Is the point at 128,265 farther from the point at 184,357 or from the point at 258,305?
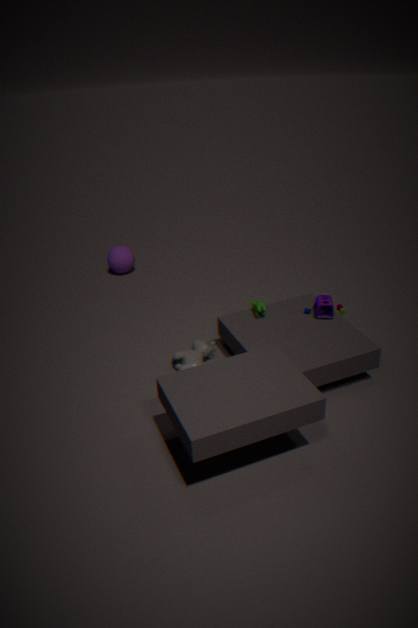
the point at 258,305
